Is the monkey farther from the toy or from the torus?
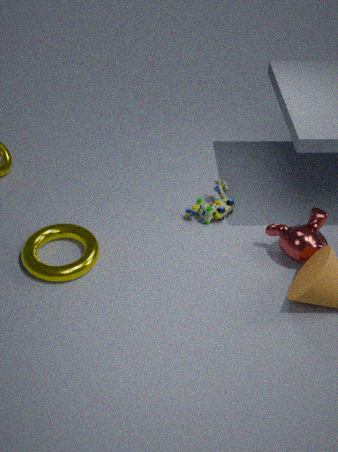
the torus
